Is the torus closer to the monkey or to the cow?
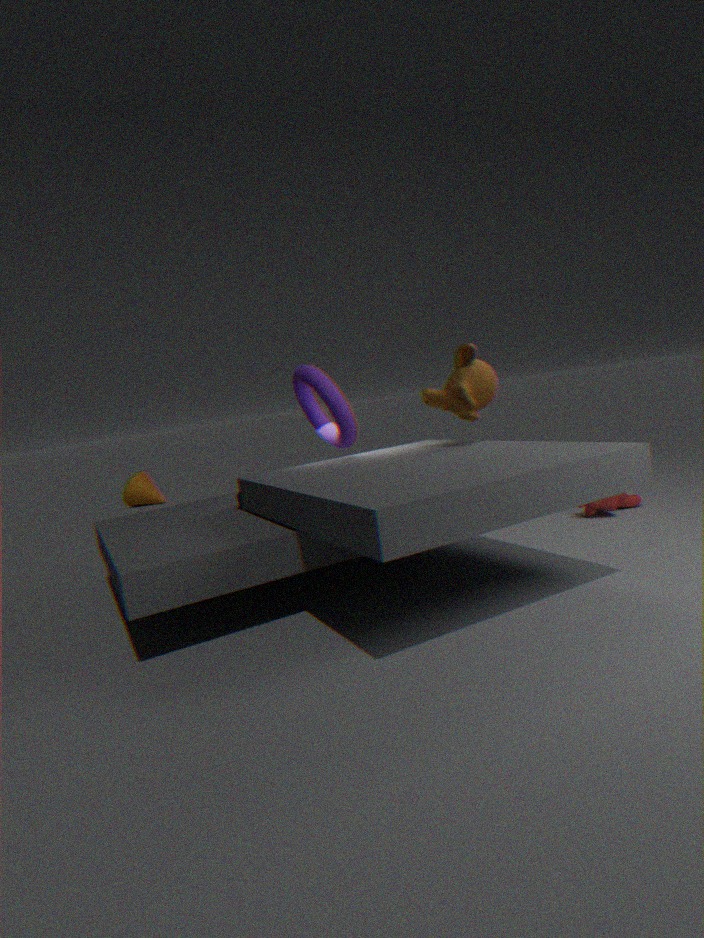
the monkey
